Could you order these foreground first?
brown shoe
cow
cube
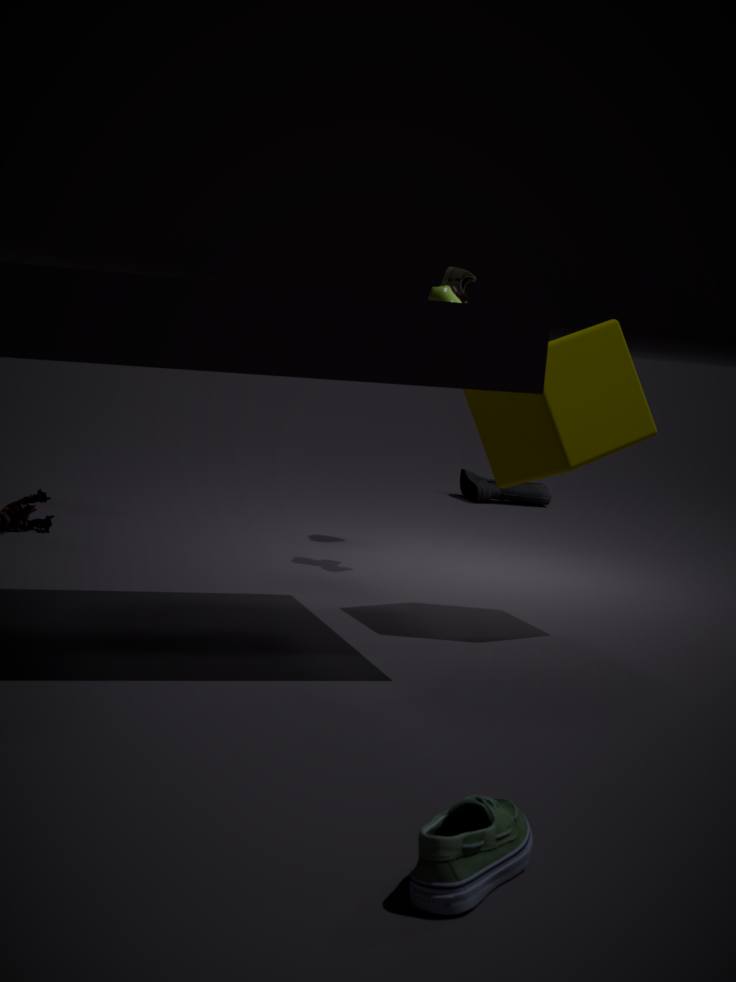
cube
cow
brown shoe
